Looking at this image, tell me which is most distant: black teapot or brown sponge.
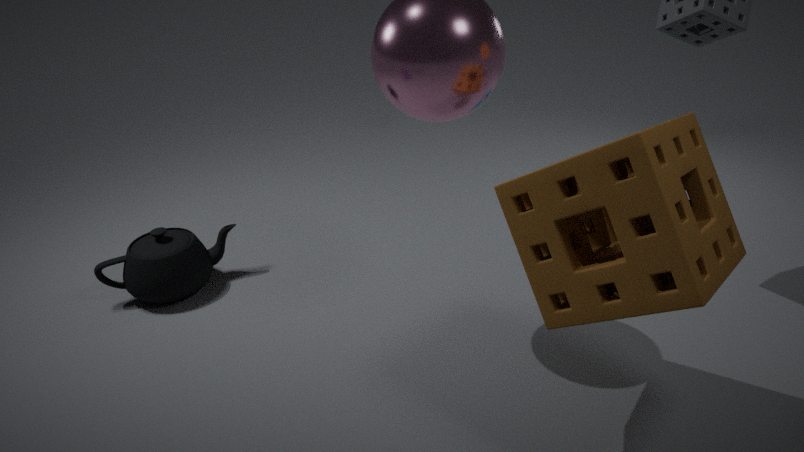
black teapot
